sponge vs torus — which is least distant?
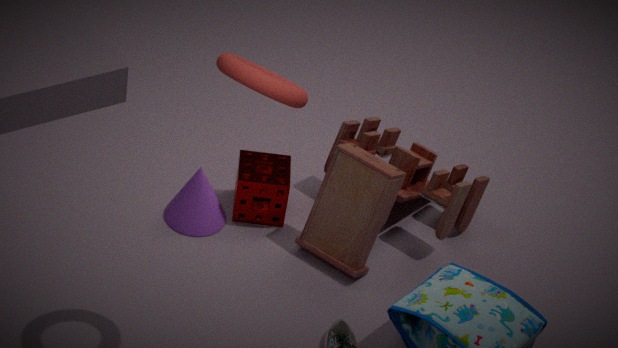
torus
